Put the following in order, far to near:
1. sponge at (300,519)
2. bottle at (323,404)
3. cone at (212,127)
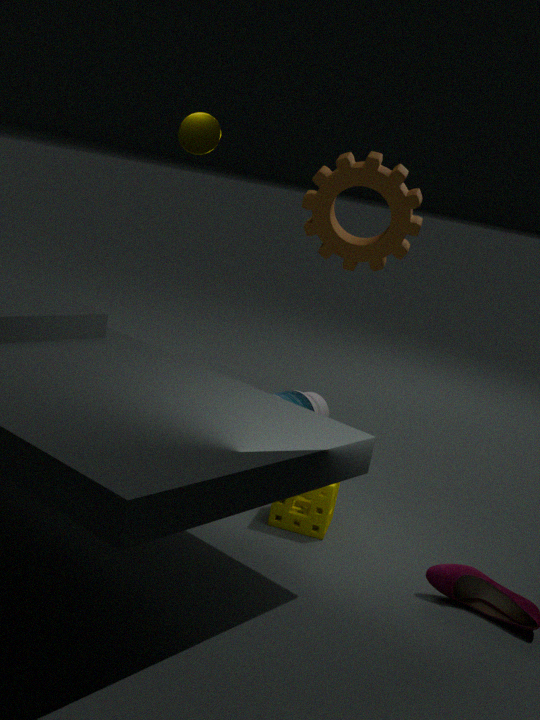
cone at (212,127), bottle at (323,404), sponge at (300,519)
